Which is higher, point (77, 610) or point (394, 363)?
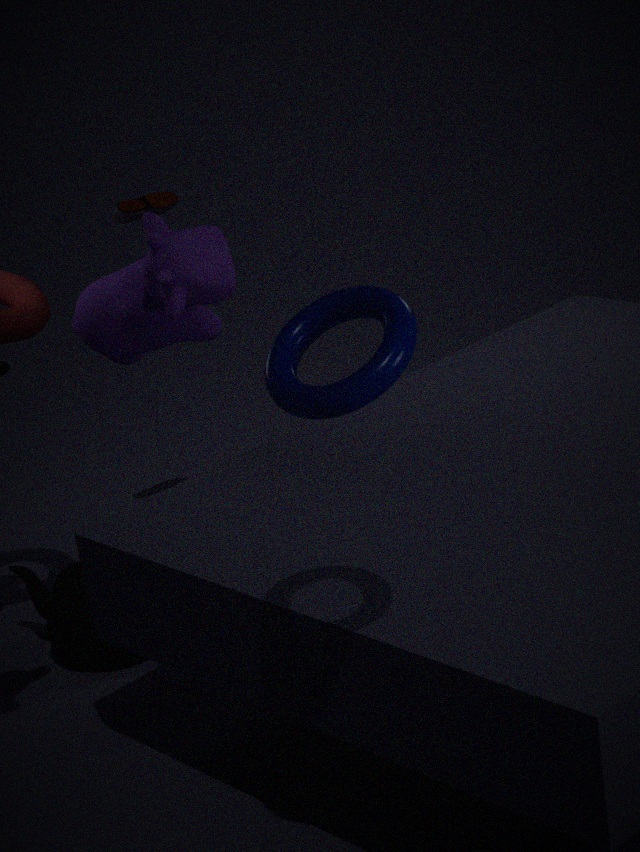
point (394, 363)
